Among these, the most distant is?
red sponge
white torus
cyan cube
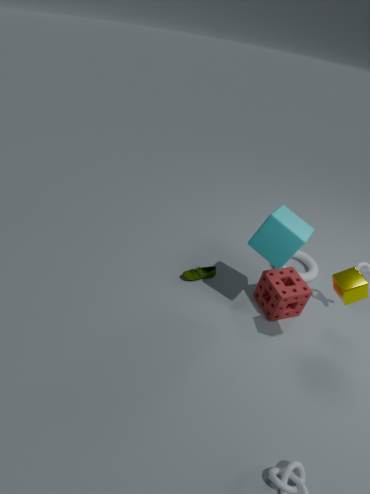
white torus
